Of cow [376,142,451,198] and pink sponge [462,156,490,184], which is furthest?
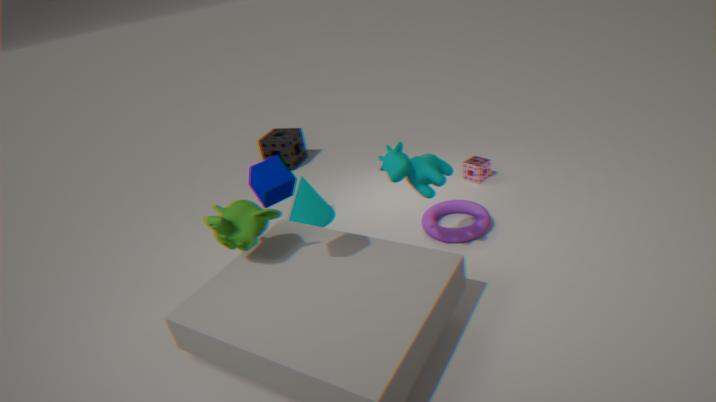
pink sponge [462,156,490,184]
